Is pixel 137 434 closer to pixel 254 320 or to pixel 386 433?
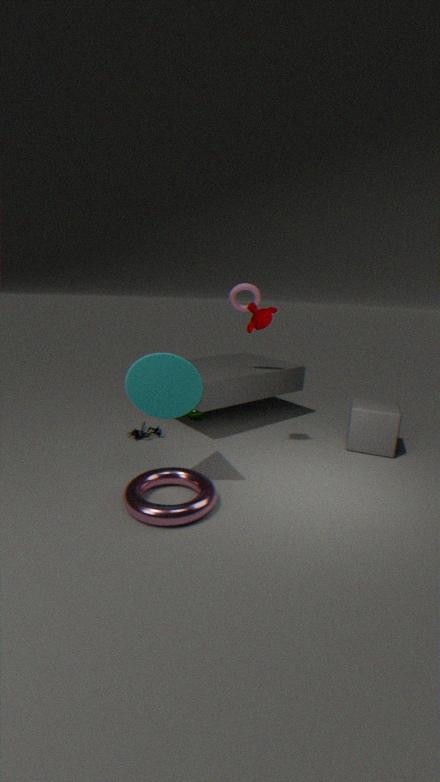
pixel 254 320
